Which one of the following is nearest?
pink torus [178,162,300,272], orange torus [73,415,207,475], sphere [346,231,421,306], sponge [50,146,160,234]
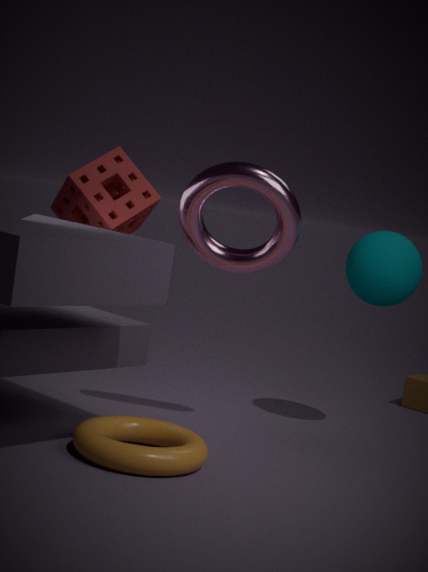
orange torus [73,415,207,475]
